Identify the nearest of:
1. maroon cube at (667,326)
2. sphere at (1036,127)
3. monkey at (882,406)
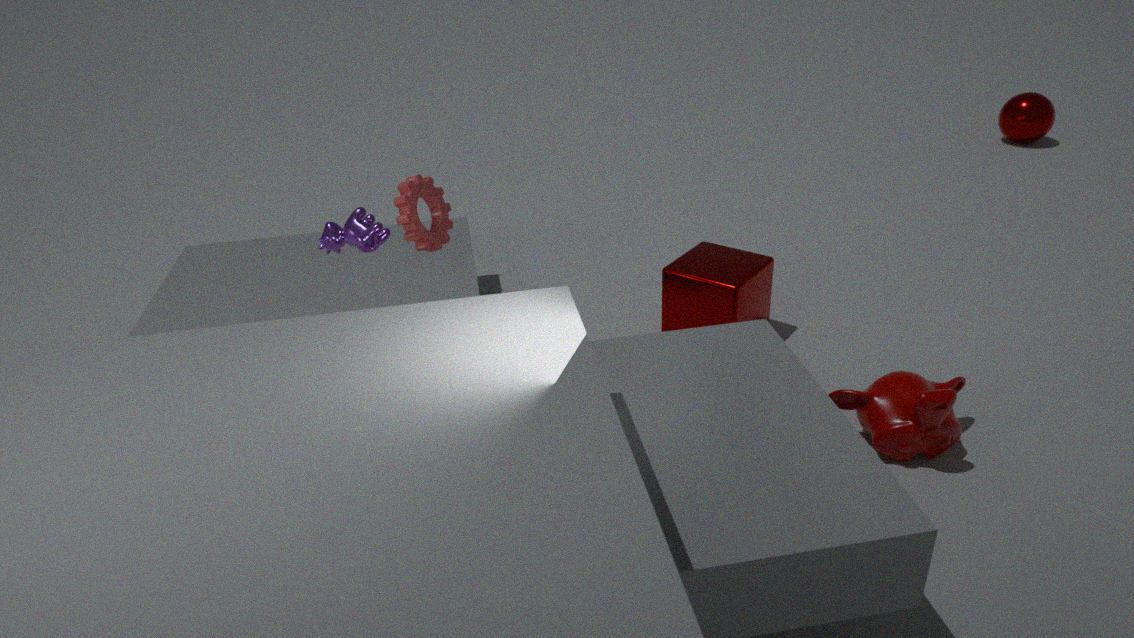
monkey at (882,406)
